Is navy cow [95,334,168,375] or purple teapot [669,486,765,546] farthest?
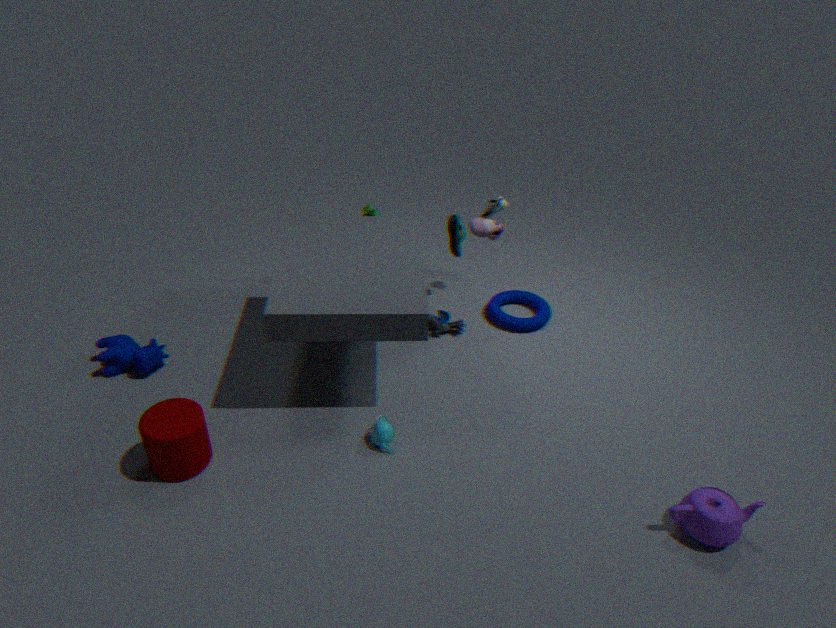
navy cow [95,334,168,375]
